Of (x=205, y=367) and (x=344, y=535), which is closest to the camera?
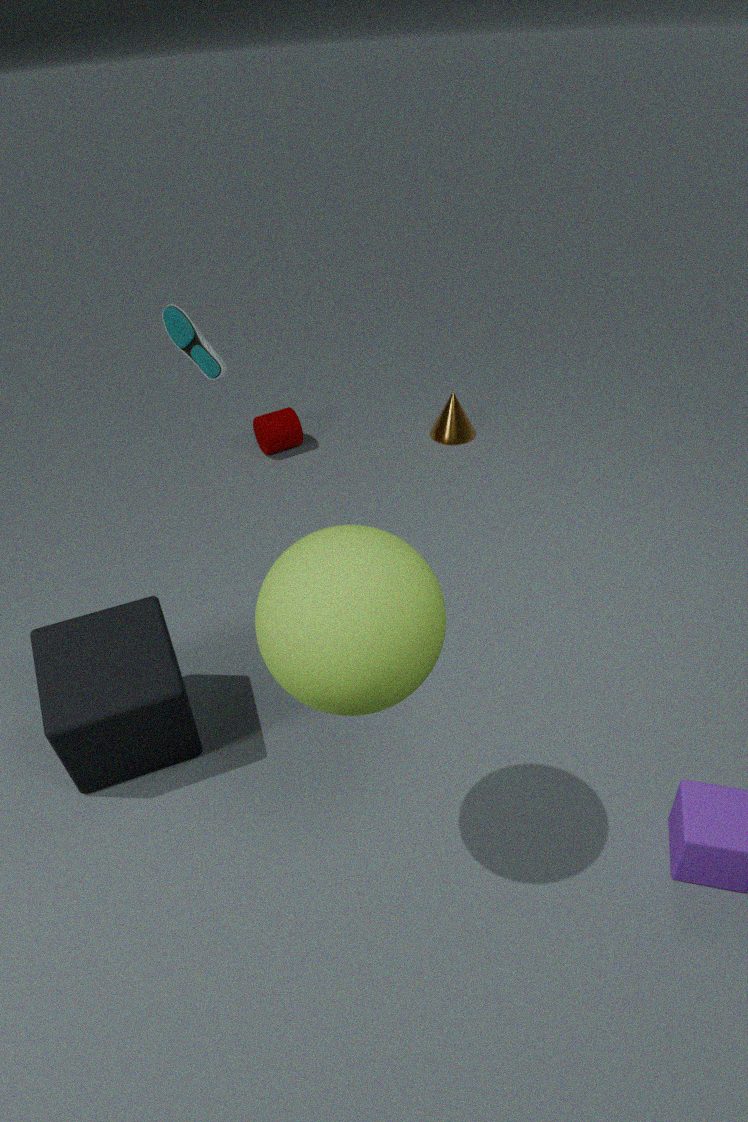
(x=344, y=535)
